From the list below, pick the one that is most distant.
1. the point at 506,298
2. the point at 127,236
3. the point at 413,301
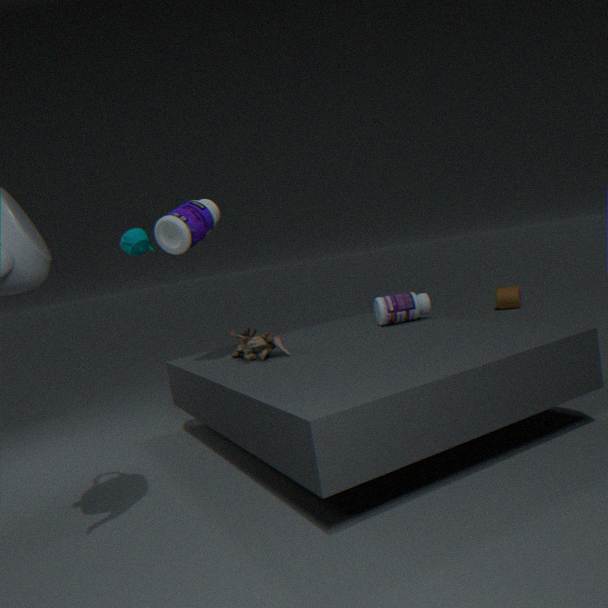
the point at 506,298
